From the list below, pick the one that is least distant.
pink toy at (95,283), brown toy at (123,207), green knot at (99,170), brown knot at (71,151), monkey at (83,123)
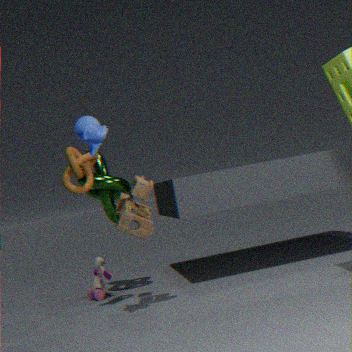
monkey at (83,123)
